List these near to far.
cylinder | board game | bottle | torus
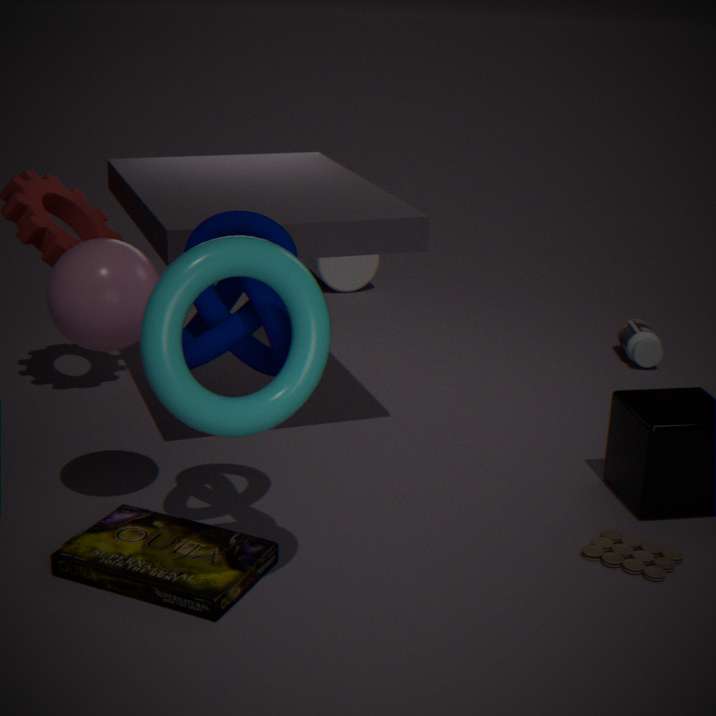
torus
board game
bottle
cylinder
